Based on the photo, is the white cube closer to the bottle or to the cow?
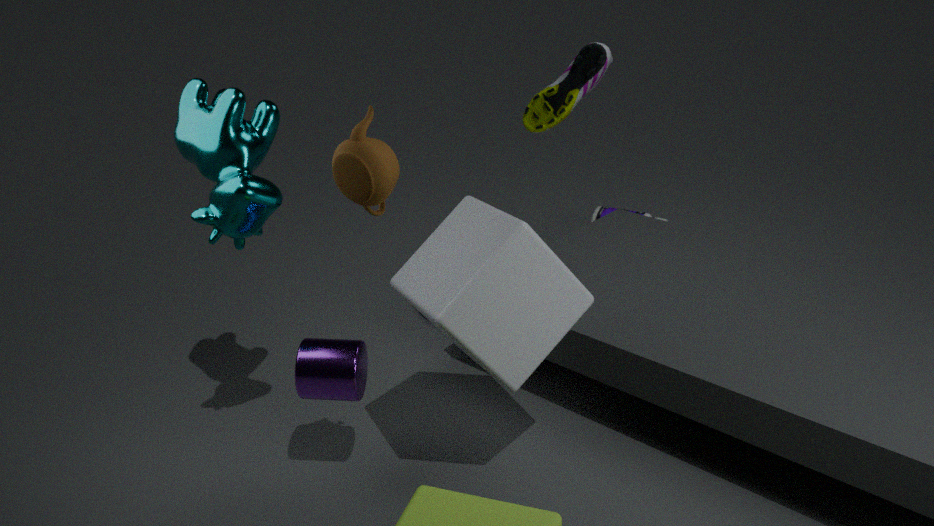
the cow
